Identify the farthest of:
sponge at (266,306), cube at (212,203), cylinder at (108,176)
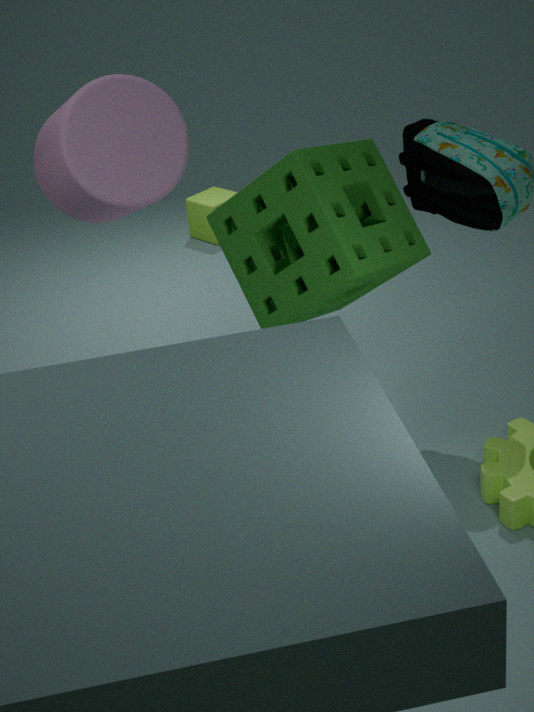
cube at (212,203)
